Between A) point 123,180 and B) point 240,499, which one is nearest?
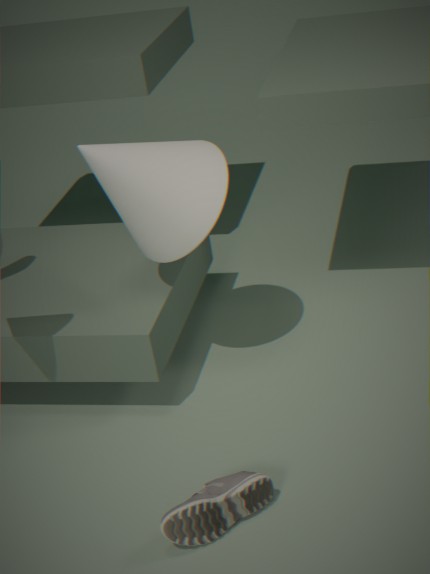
B. point 240,499
